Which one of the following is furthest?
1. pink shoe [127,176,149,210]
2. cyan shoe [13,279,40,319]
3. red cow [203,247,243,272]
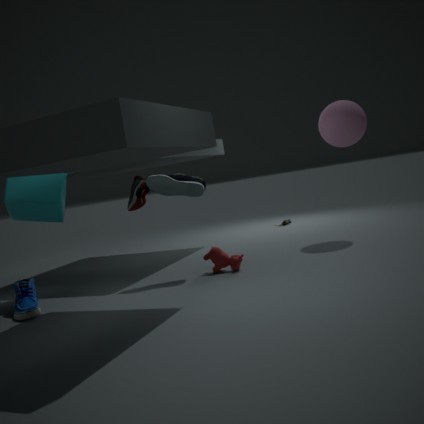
pink shoe [127,176,149,210]
